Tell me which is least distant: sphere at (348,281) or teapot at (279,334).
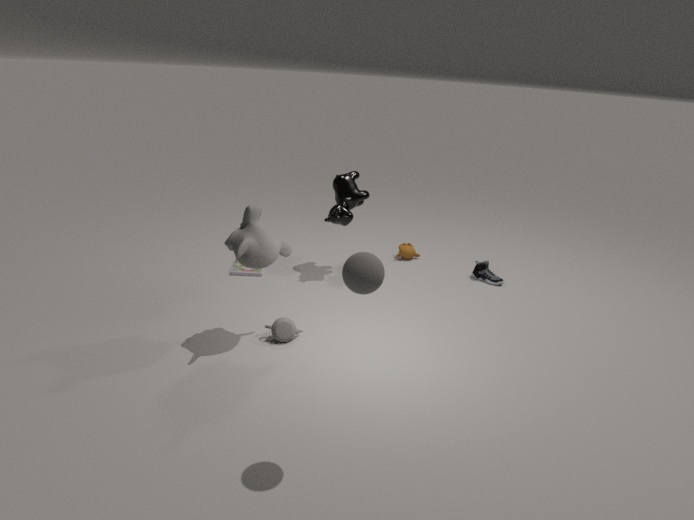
sphere at (348,281)
